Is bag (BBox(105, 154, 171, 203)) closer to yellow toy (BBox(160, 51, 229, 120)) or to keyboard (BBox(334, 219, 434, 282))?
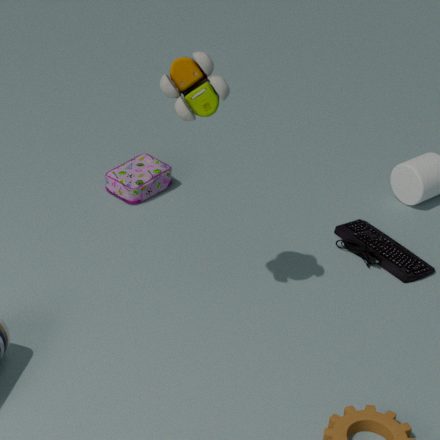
keyboard (BBox(334, 219, 434, 282))
